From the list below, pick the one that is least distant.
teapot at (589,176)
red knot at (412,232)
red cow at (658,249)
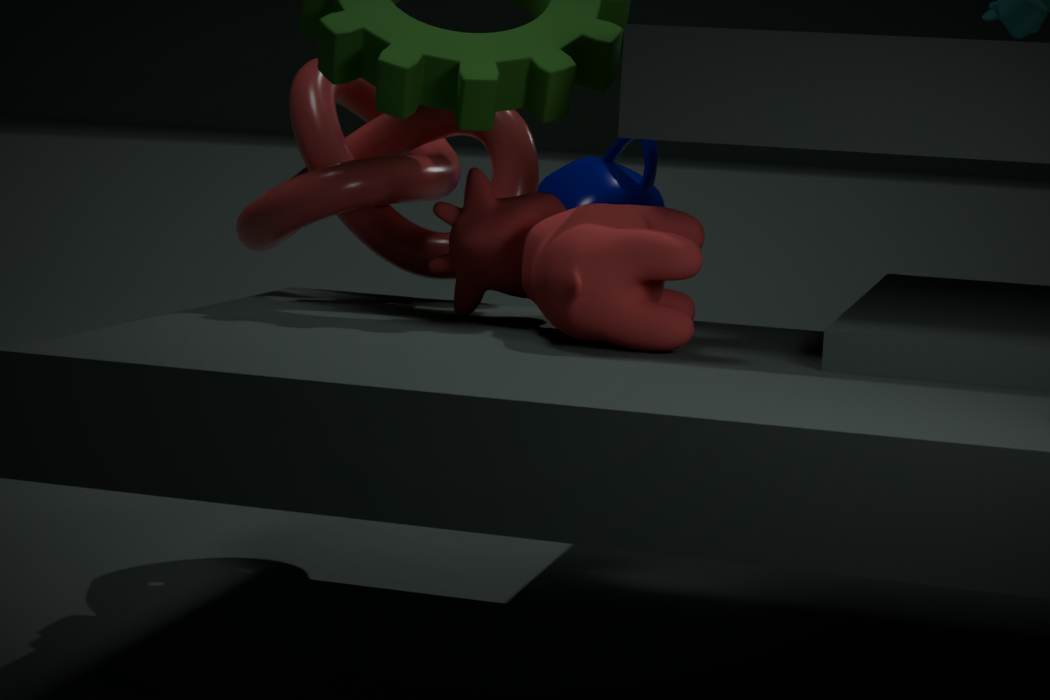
red cow at (658,249)
